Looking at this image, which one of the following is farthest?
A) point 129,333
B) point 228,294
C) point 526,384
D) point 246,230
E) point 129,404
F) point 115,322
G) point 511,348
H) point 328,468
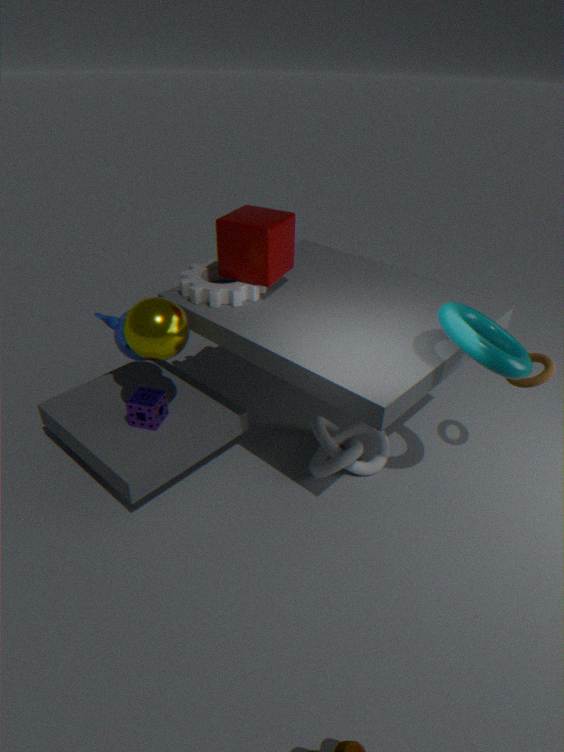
point 115,322
